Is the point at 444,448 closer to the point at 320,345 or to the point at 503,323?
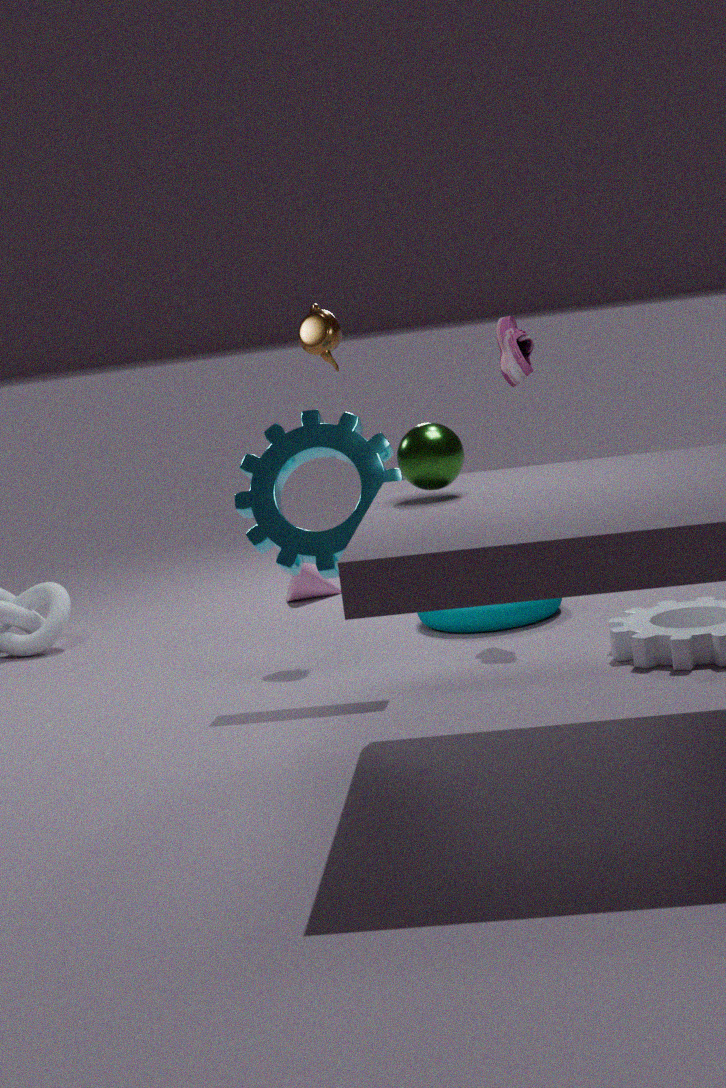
the point at 503,323
